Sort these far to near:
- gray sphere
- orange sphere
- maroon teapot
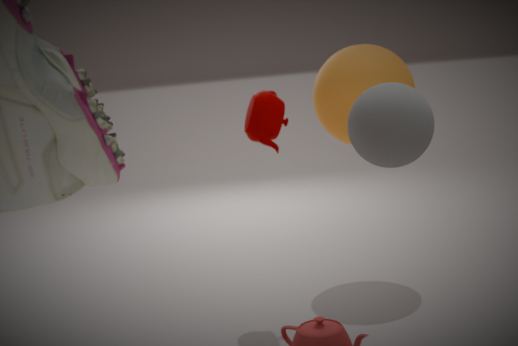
1. orange sphere
2. maroon teapot
3. gray sphere
